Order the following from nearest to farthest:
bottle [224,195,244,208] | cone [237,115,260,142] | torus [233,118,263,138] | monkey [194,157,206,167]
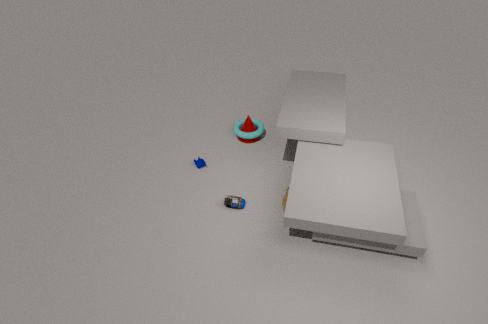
bottle [224,195,244,208] → monkey [194,157,206,167] → torus [233,118,263,138] → cone [237,115,260,142]
